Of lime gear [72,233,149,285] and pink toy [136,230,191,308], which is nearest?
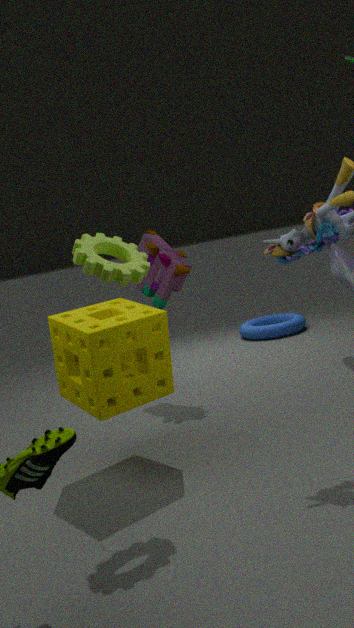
lime gear [72,233,149,285]
